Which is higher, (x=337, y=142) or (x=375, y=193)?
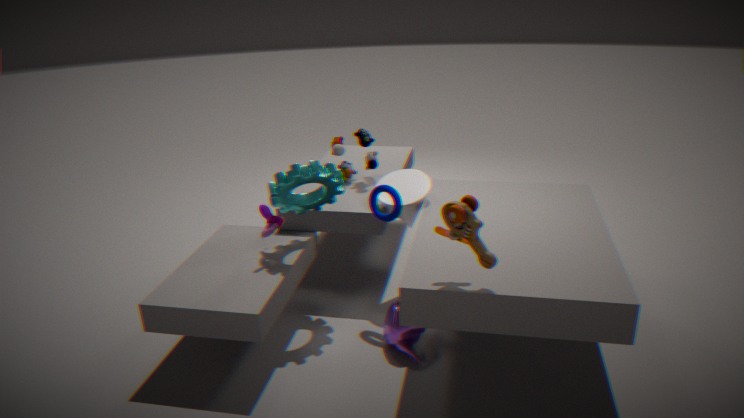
(x=337, y=142)
